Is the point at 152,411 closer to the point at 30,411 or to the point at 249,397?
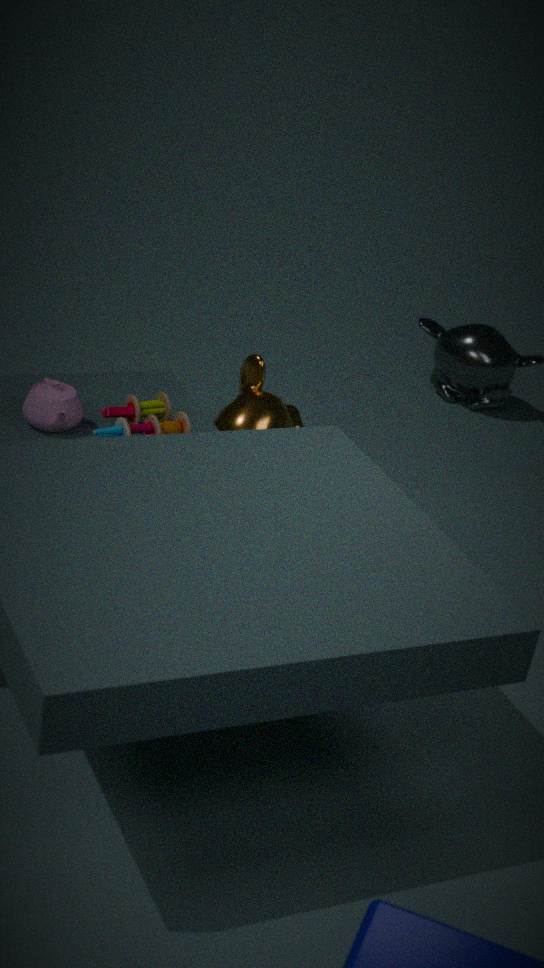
the point at 30,411
